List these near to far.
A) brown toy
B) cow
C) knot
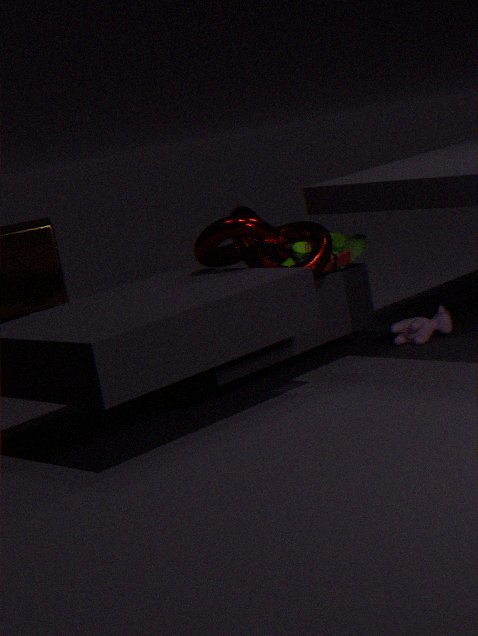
1. knot
2. brown toy
3. cow
